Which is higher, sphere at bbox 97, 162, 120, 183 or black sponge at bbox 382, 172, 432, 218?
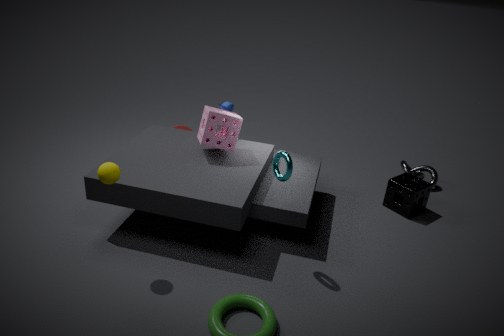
sphere at bbox 97, 162, 120, 183
